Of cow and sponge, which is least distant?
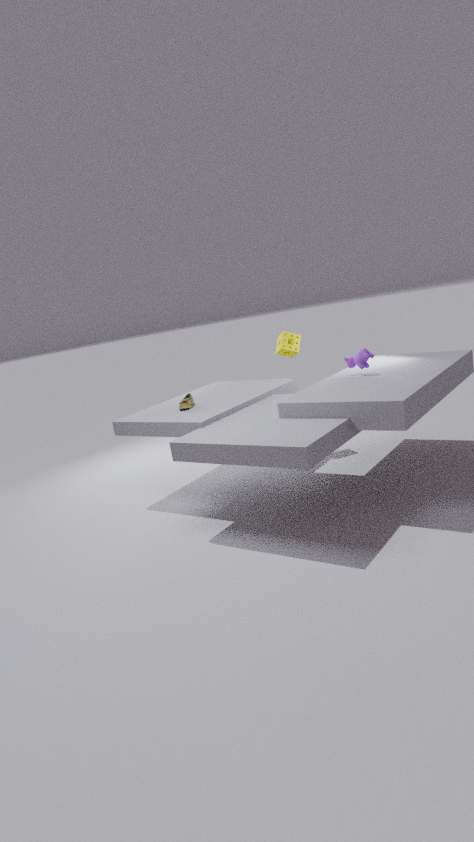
cow
